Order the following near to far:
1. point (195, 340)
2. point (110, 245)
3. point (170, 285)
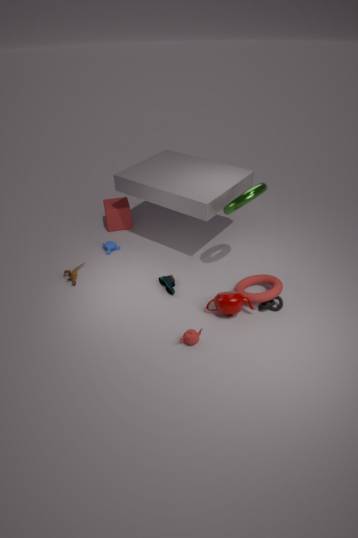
point (195, 340), point (170, 285), point (110, 245)
